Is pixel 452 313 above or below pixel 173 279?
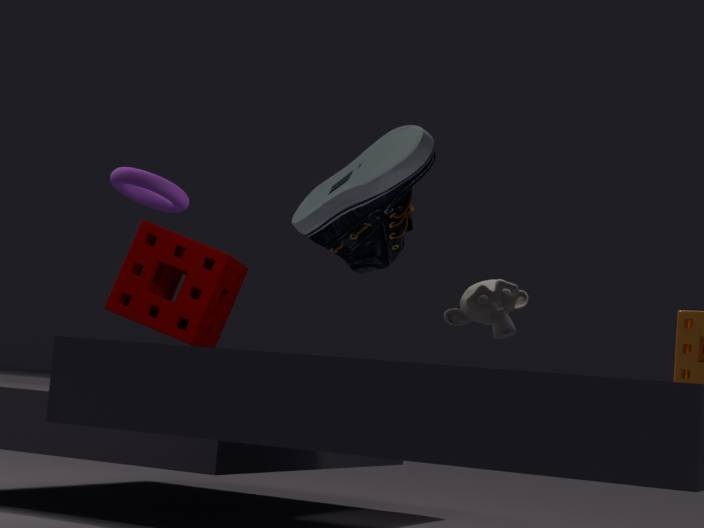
below
